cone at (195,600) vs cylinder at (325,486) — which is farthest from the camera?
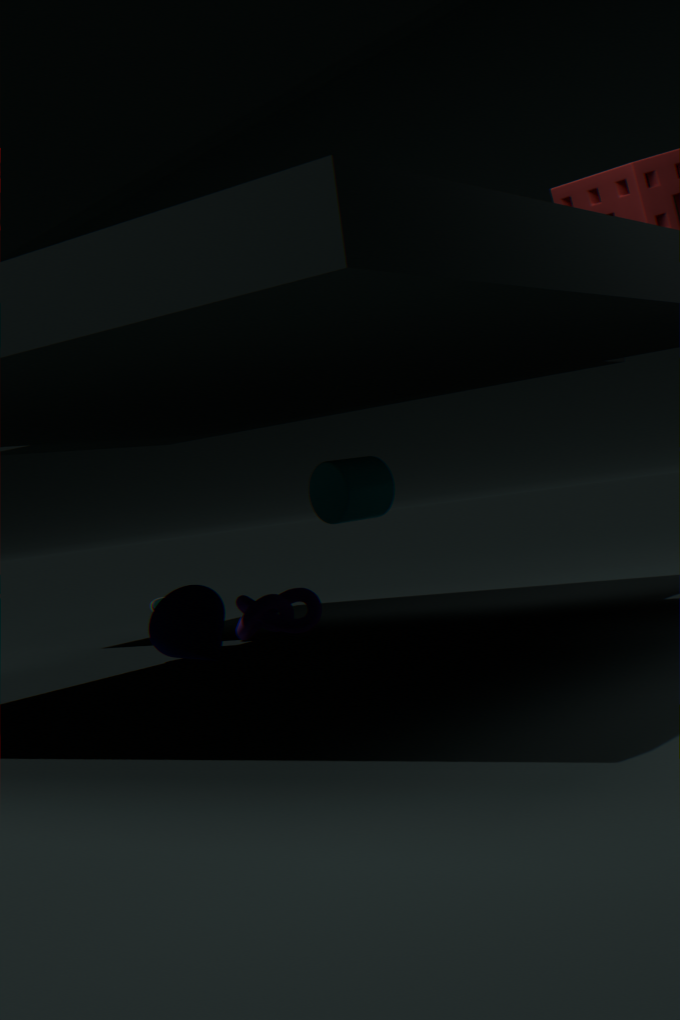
cylinder at (325,486)
